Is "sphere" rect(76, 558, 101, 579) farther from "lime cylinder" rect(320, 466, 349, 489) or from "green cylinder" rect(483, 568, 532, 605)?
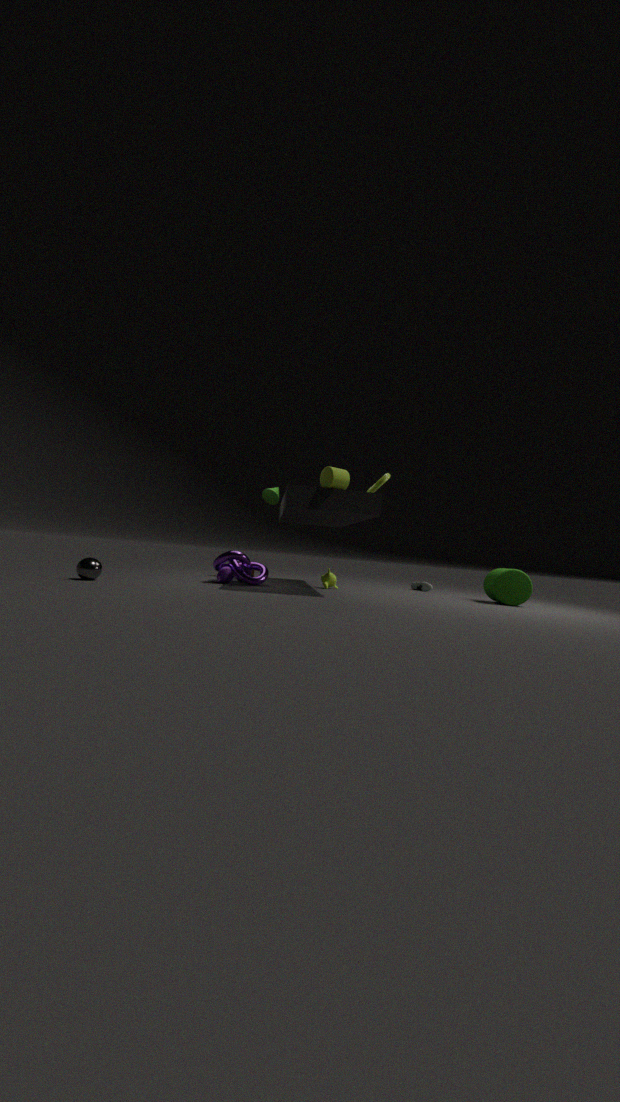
"green cylinder" rect(483, 568, 532, 605)
